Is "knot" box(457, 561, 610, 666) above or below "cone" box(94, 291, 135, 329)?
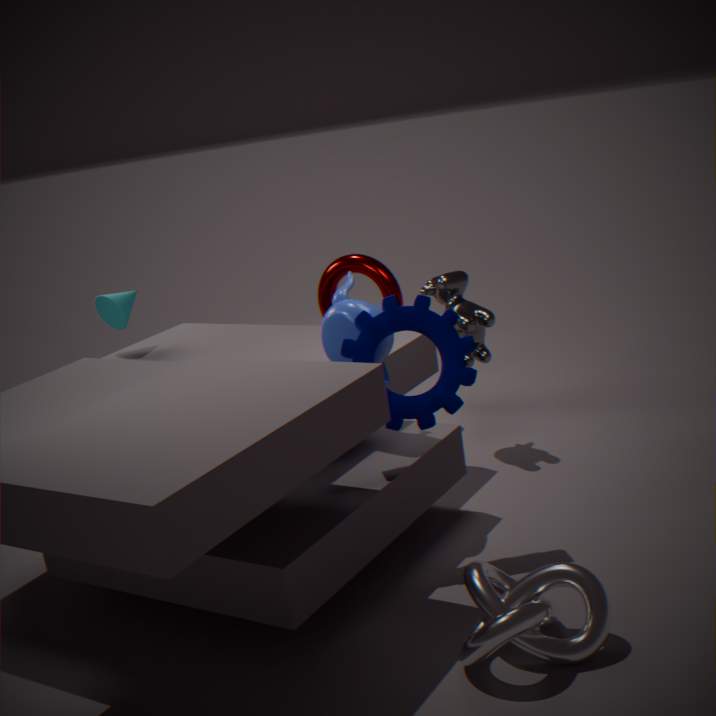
below
